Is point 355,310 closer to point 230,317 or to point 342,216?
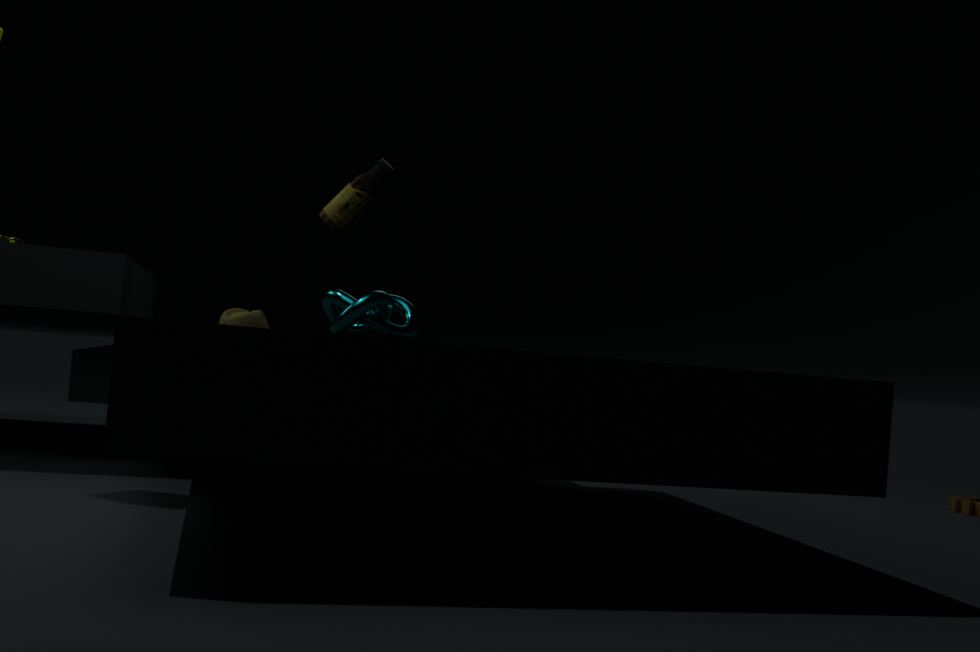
point 342,216
